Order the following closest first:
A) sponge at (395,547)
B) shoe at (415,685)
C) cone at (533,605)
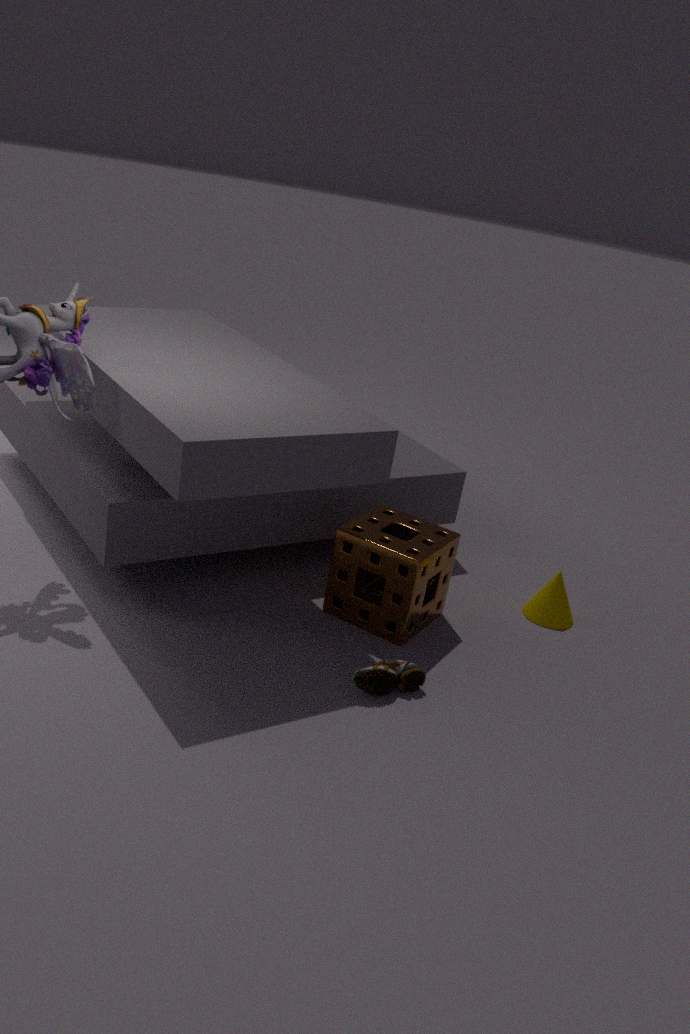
shoe at (415,685) < sponge at (395,547) < cone at (533,605)
